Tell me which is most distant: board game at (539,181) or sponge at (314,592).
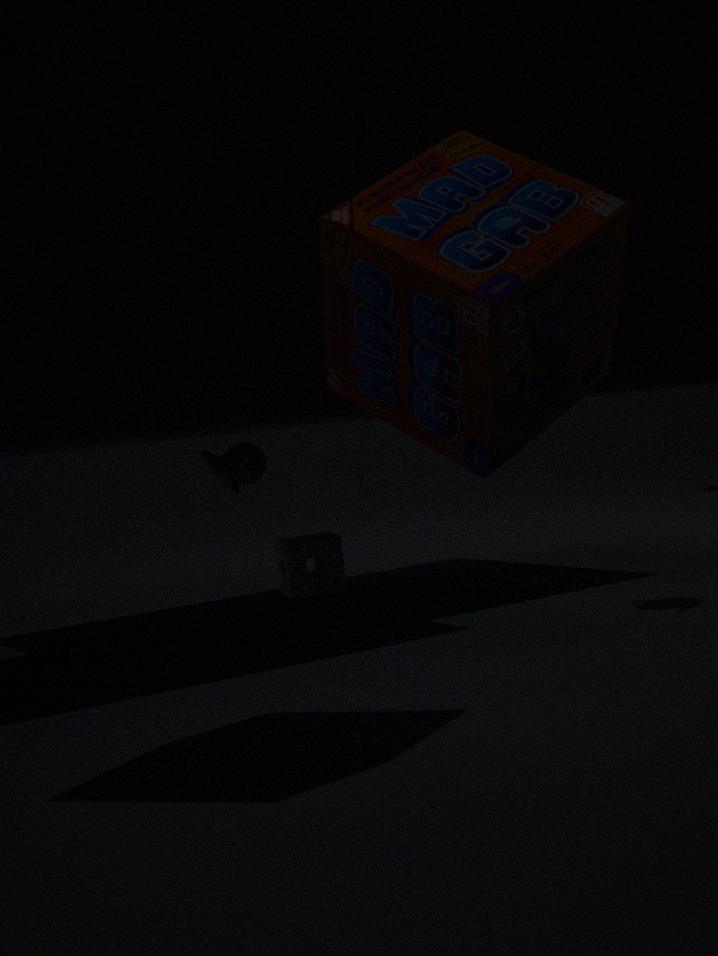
sponge at (314,592)
